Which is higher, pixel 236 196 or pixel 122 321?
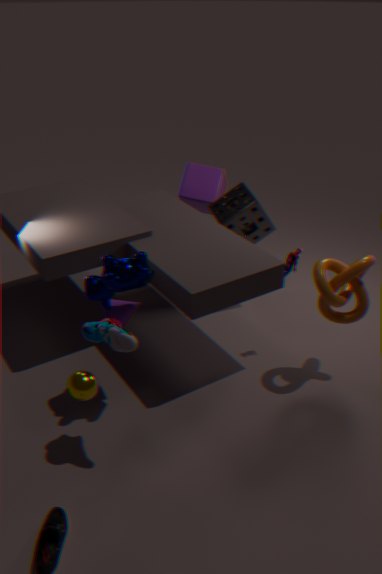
pixel 236 196
